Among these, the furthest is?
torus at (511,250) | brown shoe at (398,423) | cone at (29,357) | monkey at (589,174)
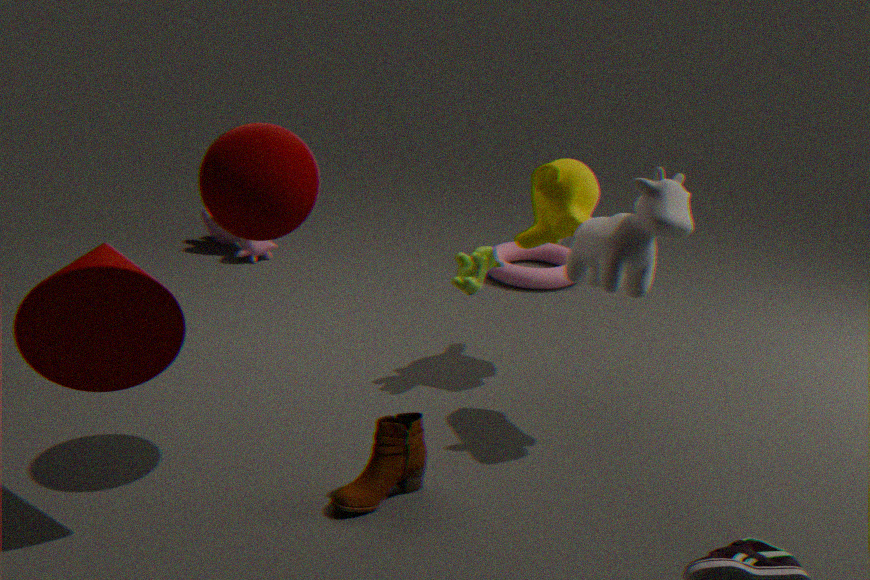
torus at (511,250)
